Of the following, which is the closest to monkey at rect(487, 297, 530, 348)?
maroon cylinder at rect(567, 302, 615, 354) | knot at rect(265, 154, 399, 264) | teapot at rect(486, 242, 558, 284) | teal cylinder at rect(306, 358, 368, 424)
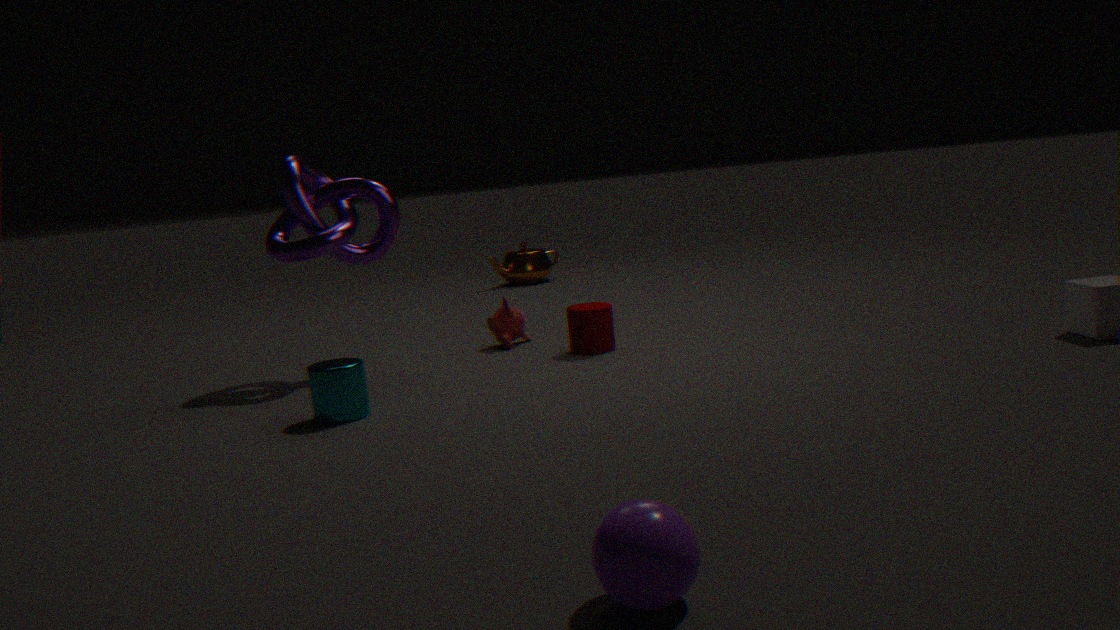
maroon cylinder at rect(567, 302, 615, 354)
